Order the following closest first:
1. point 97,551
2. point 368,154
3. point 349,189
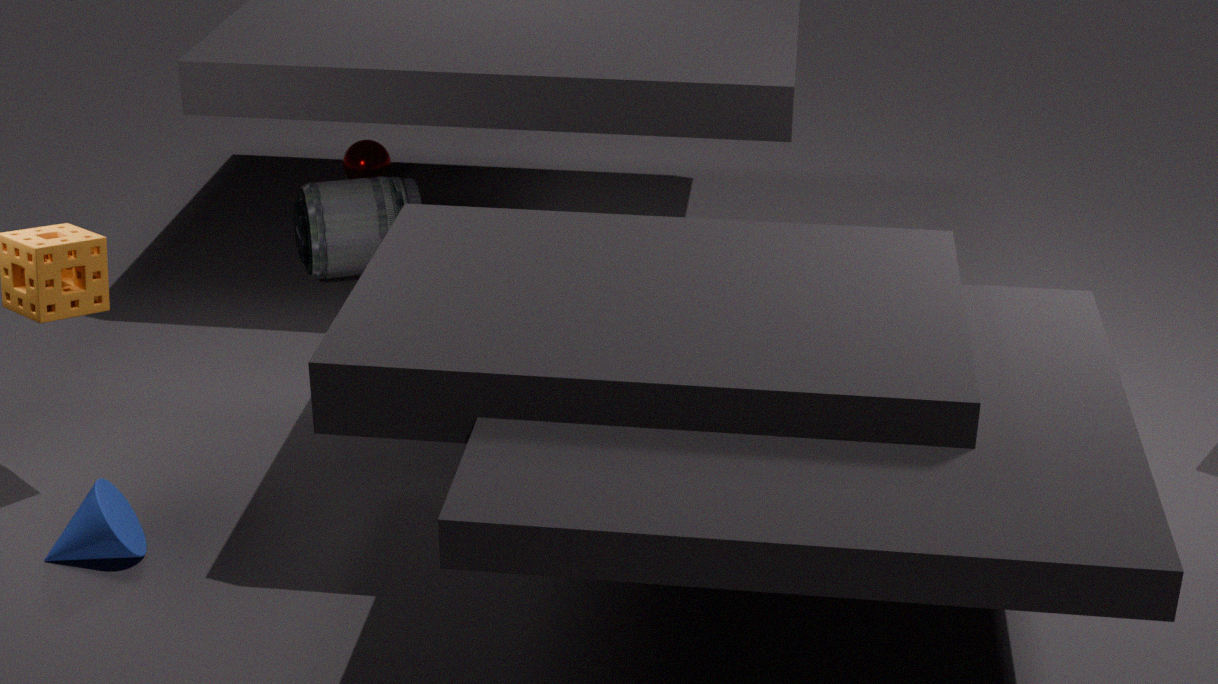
point 97,551, point 349,189, point 368,154
